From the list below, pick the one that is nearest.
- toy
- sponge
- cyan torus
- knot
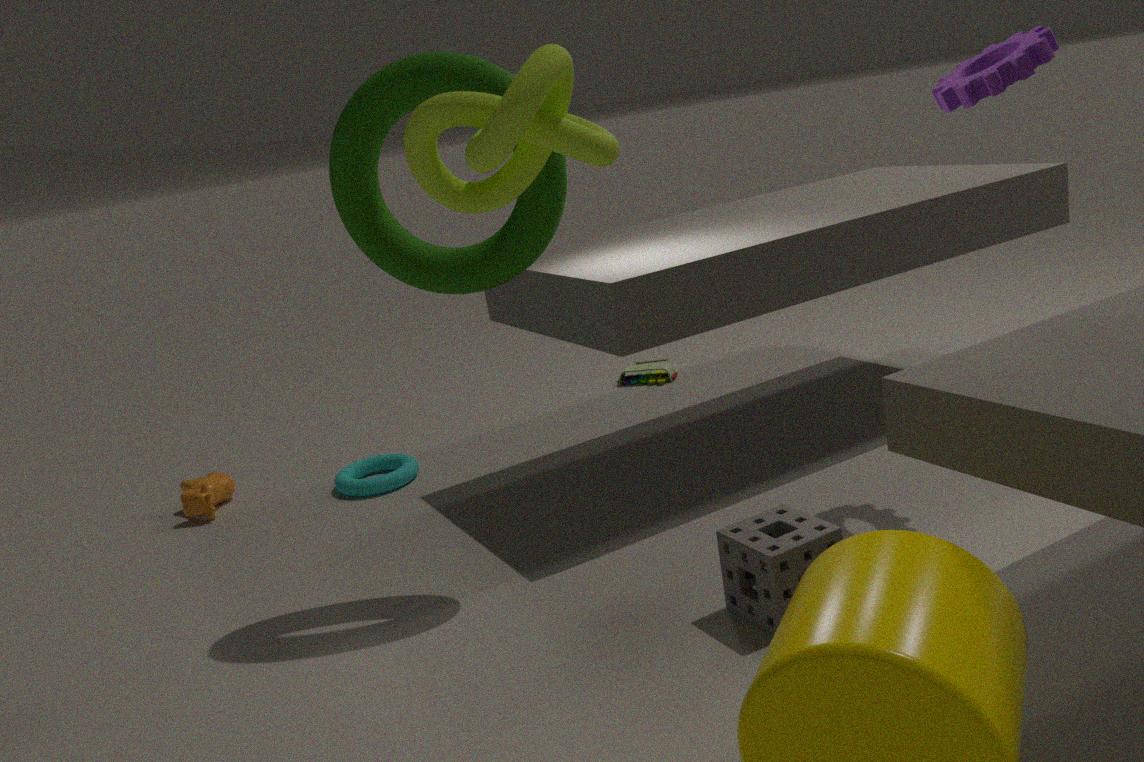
knot
